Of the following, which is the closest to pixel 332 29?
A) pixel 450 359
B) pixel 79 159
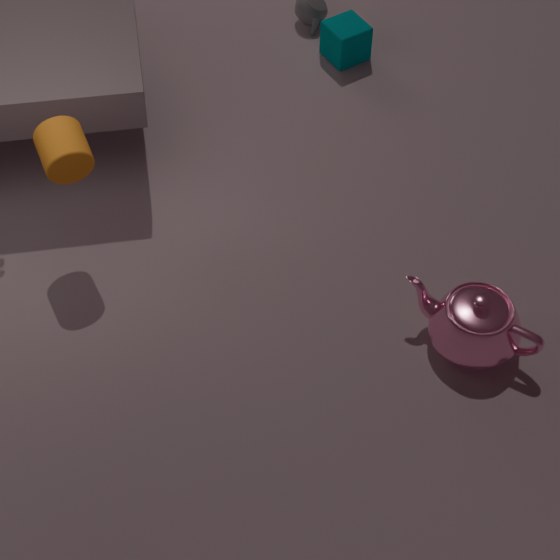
pixel 79 159
